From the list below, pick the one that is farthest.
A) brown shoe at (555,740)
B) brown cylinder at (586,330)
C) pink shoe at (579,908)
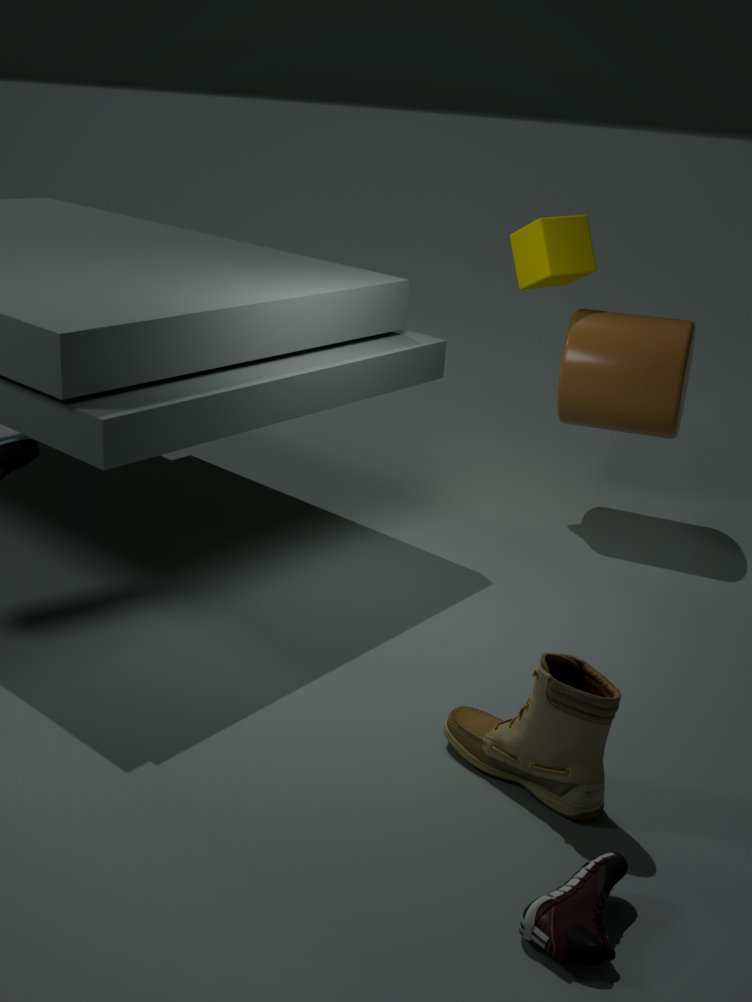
brown cylinder at (586,330)
